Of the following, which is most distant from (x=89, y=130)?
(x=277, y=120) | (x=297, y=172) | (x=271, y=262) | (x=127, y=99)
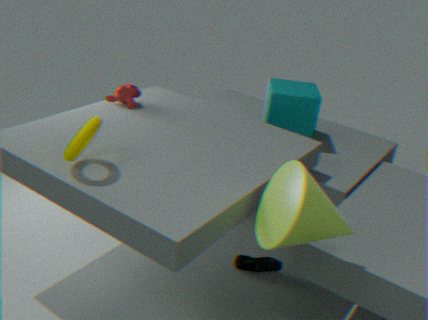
(x=277, y=120)
